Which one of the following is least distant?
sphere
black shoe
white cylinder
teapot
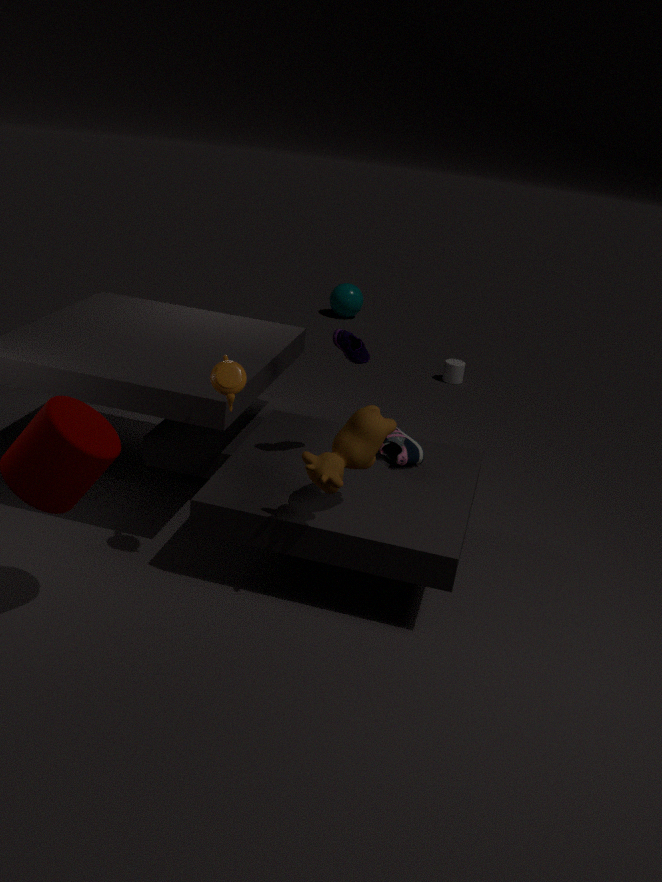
teapot
